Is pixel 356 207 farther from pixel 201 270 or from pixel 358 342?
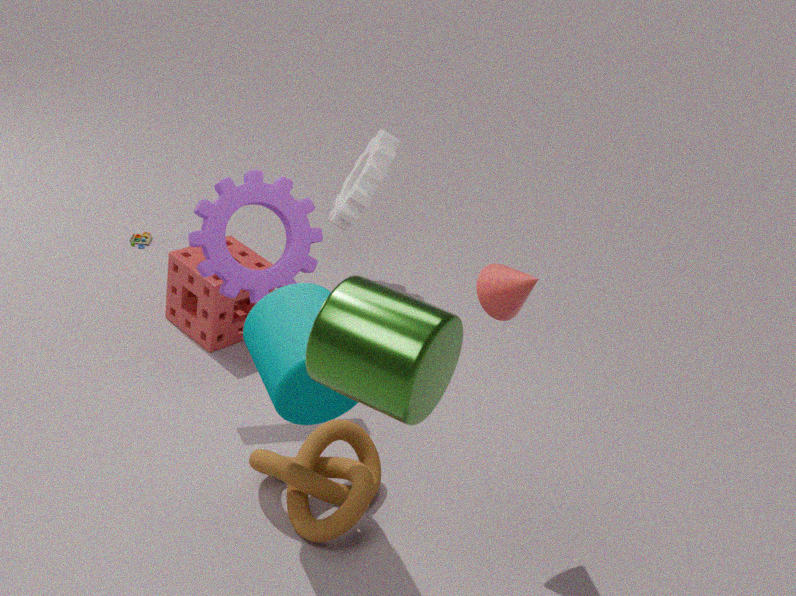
pixel 358 342
